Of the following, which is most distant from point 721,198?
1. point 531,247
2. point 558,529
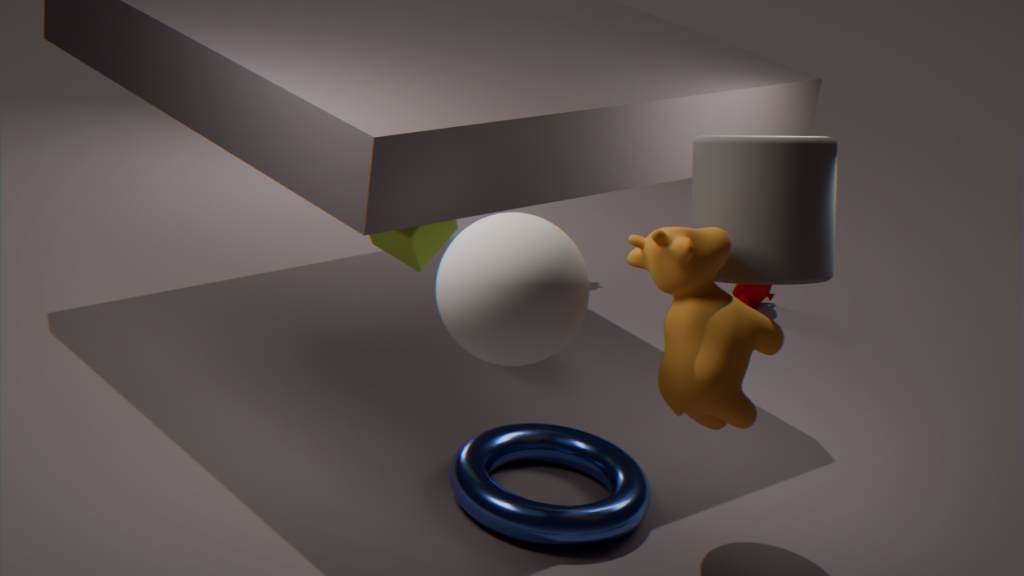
point 558,529
